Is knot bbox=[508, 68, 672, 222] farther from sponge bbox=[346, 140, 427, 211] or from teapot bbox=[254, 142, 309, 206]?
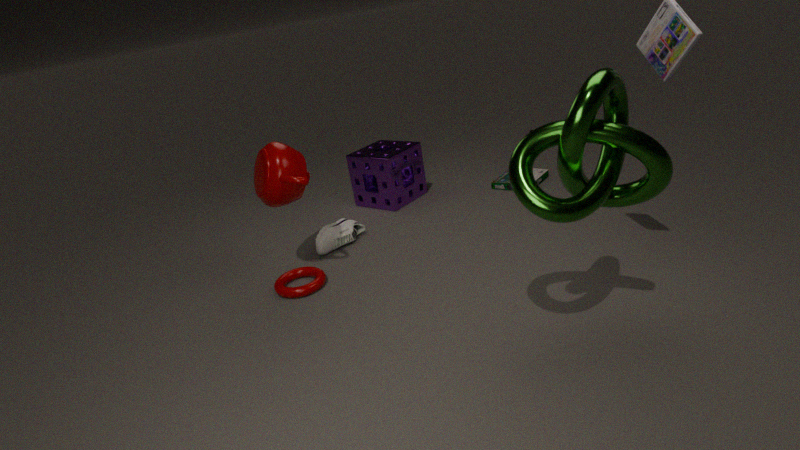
sponge bbox=[346, 140, 427, 211]
